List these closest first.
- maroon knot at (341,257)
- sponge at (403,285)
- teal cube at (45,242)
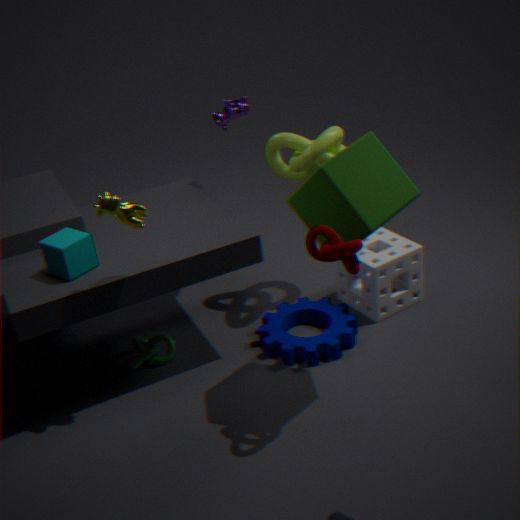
maroon knot at (341,257)
teal cube at (45,242)
sponge at (403,285)
